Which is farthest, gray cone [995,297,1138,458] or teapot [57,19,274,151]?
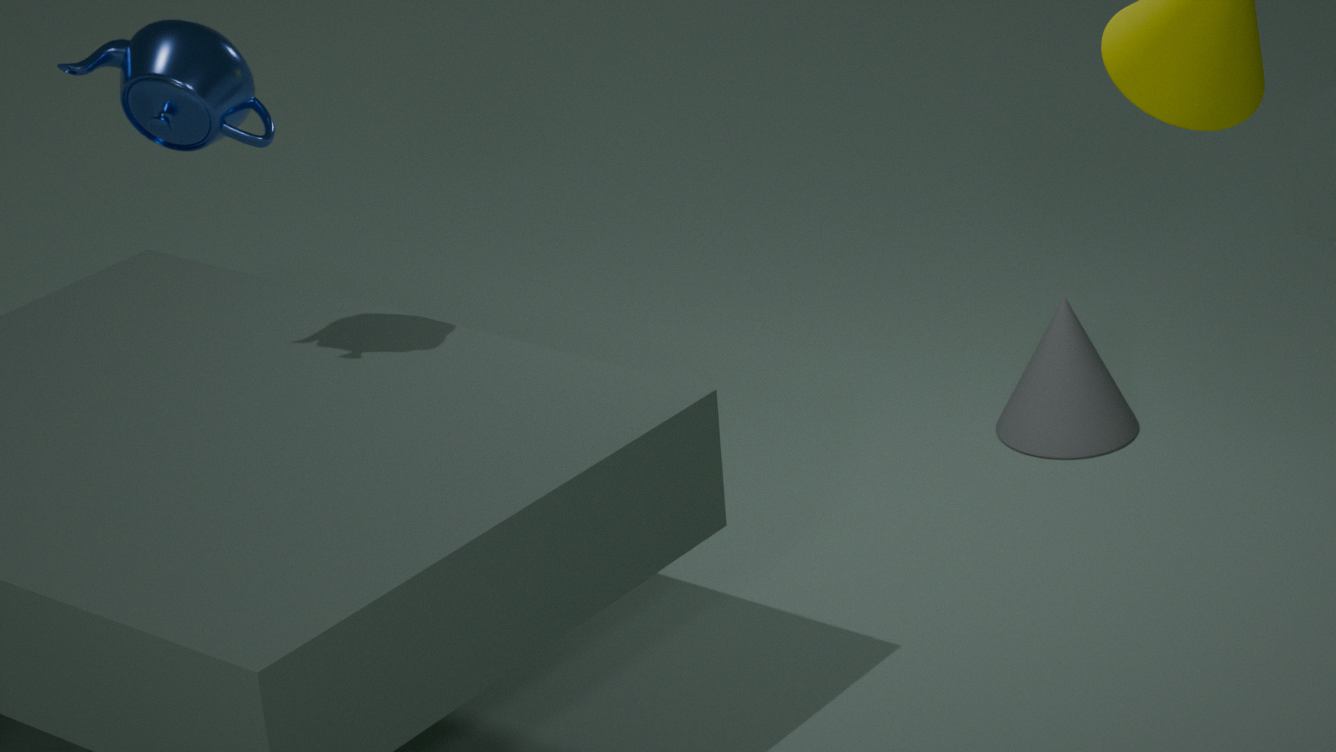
gray cone [995,297,1138,458]
